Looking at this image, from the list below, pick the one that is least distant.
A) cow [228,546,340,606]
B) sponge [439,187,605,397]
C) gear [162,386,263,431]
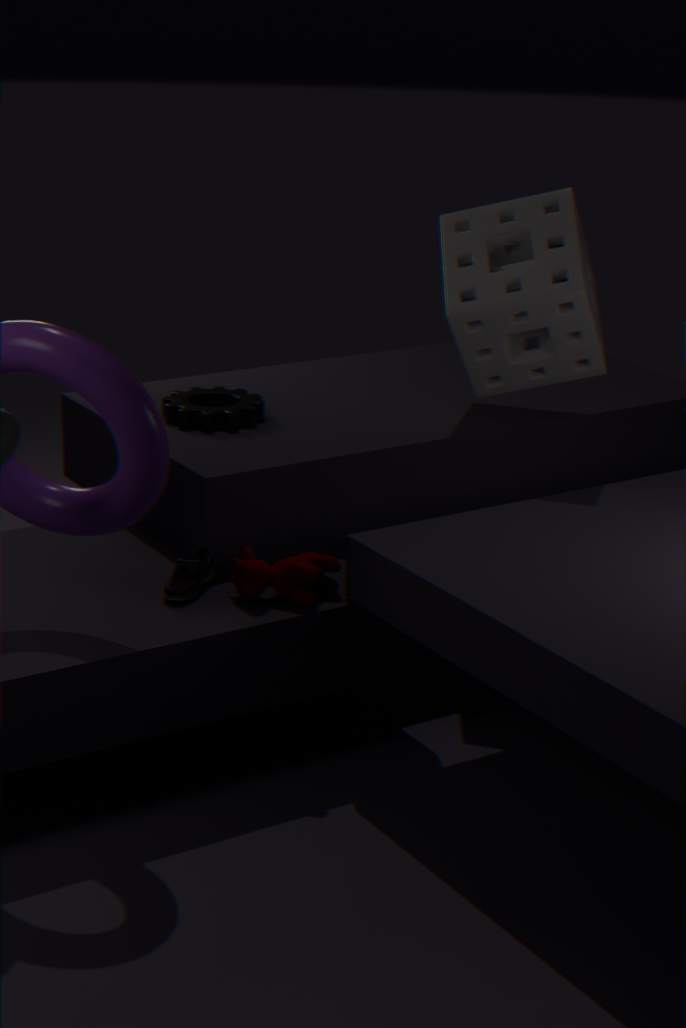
cow [228,546,340,606]
